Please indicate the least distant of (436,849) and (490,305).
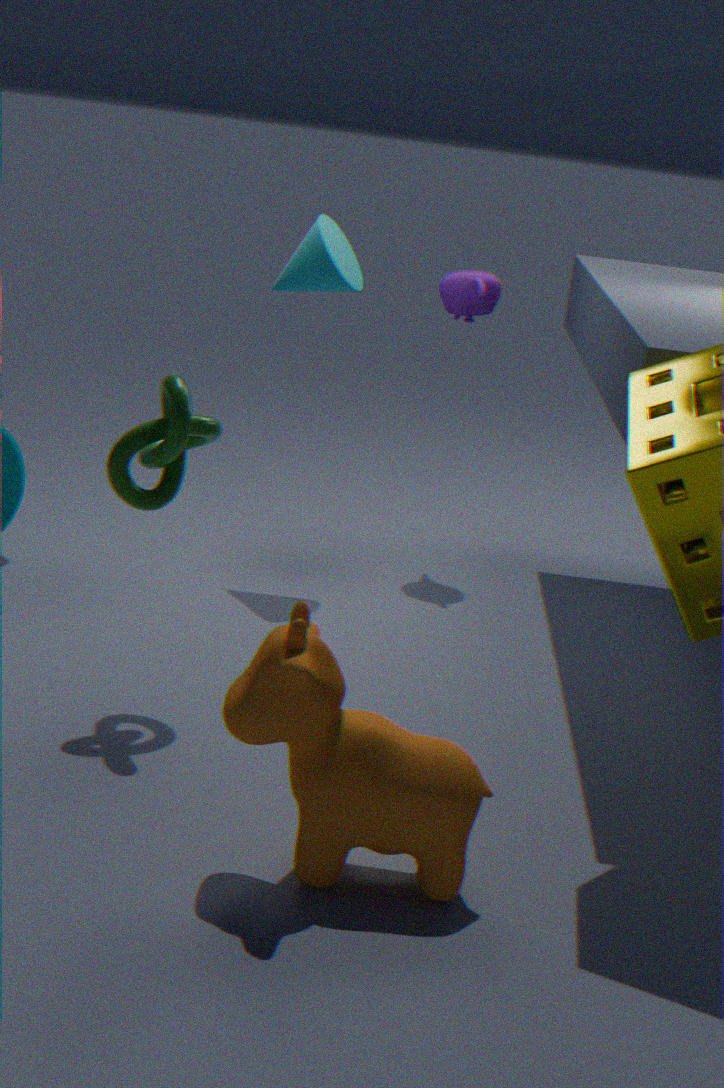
(436,849)
